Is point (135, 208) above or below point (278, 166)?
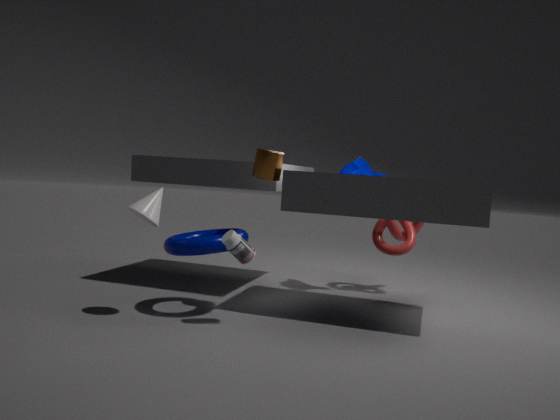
below
